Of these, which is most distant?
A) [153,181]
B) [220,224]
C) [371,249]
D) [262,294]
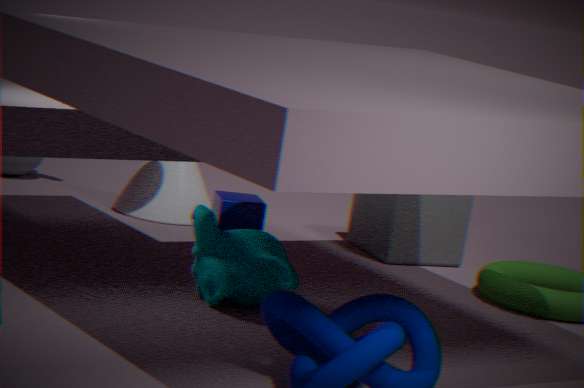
[153,181]
